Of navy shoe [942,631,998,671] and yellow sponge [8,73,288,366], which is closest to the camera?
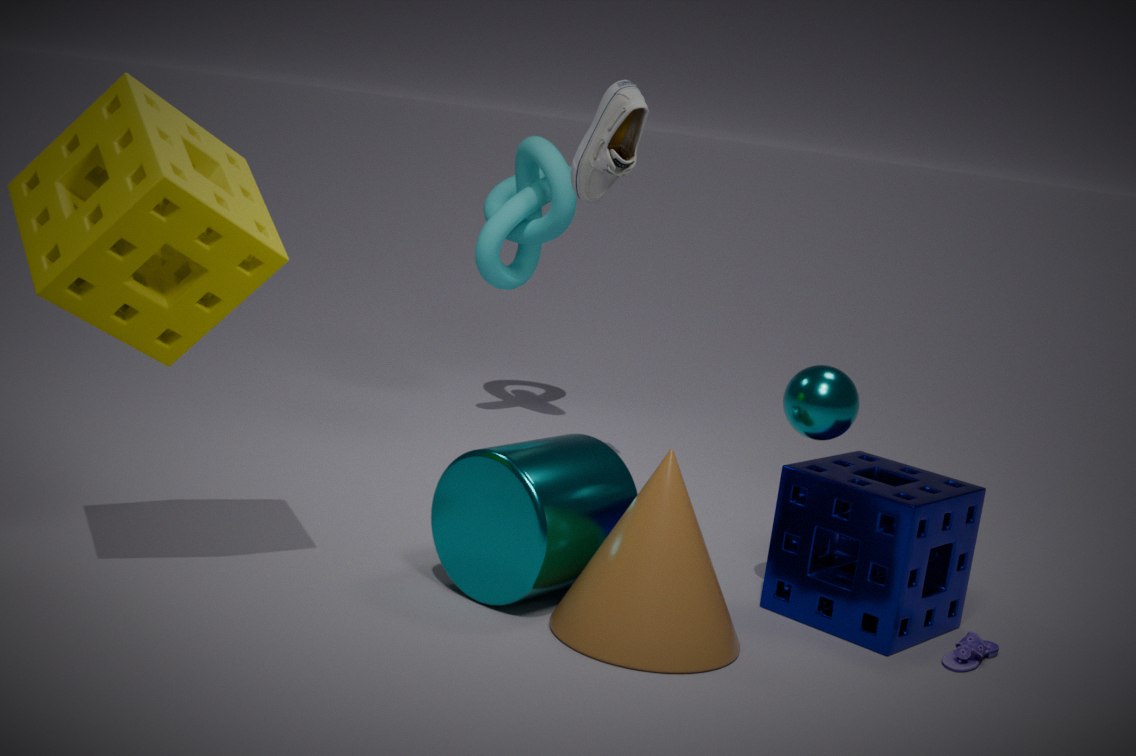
yellow sponge [8,73,288,366]
